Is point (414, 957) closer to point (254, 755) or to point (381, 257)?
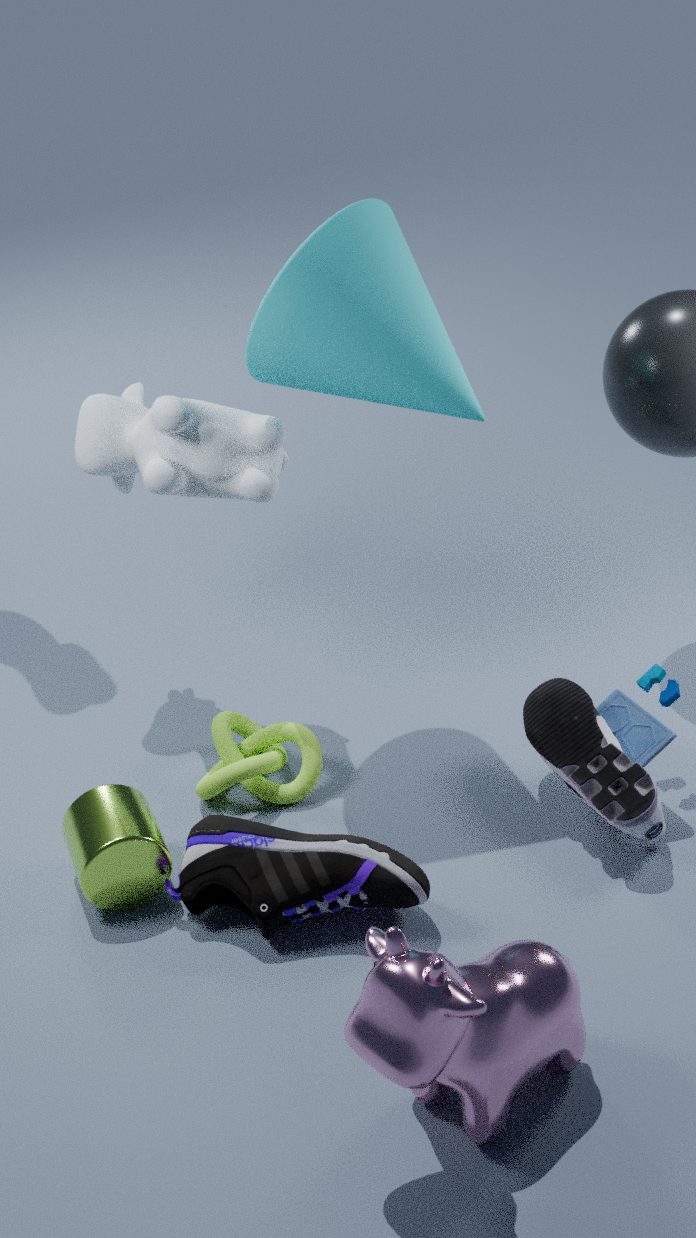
point (254, 755)
